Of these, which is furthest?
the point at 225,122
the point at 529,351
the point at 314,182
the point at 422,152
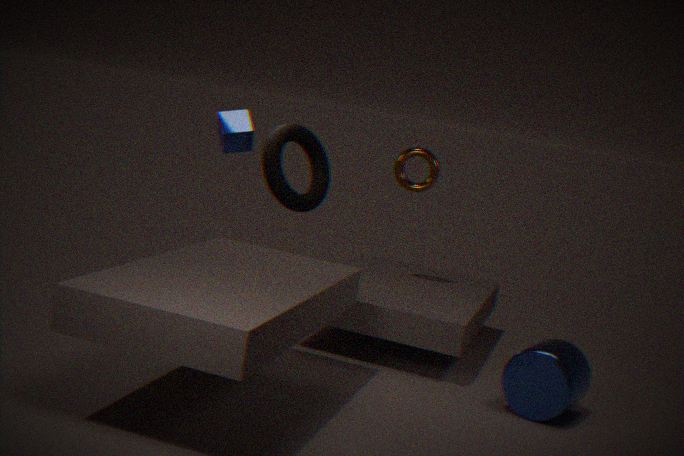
the point at 314,182
